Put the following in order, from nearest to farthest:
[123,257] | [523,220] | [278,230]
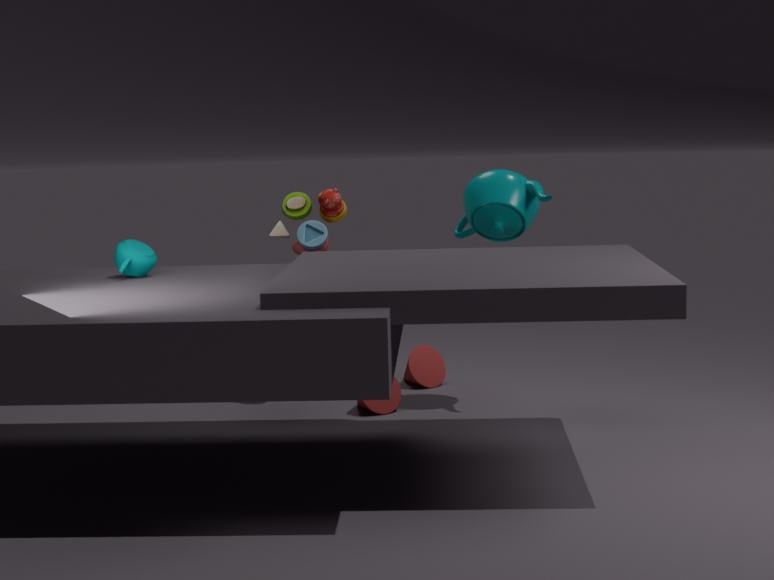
1. [123,257]
2. [523,220]
3. [278,230]
